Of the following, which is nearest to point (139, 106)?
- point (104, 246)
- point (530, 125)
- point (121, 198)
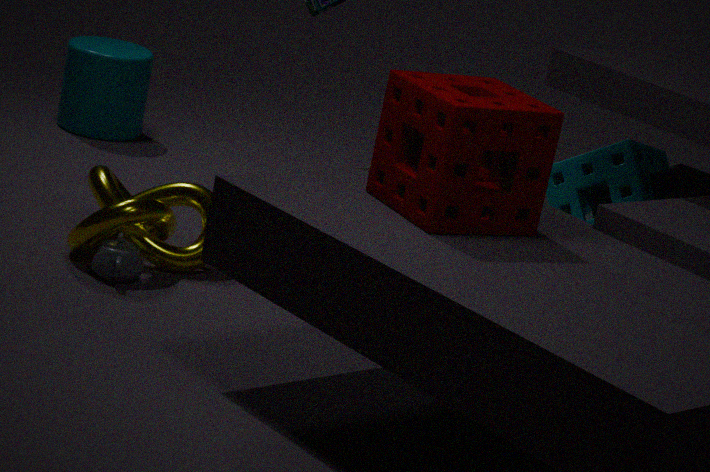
point (121, 198)
